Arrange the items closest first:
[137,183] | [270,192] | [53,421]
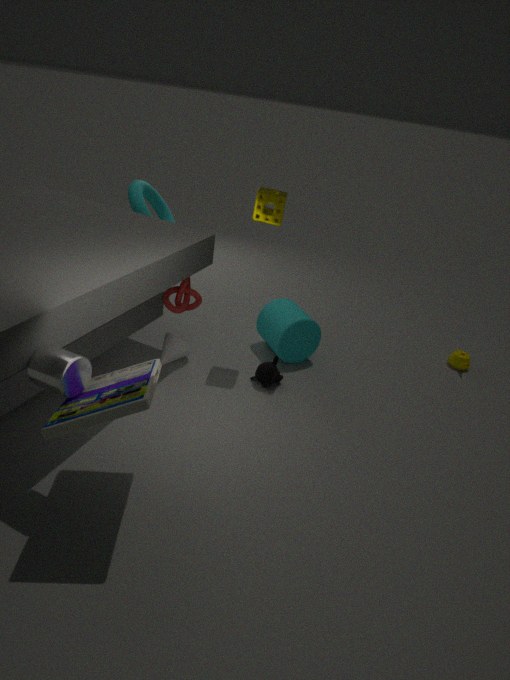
[53,421] < [270,192] < [137,183]
